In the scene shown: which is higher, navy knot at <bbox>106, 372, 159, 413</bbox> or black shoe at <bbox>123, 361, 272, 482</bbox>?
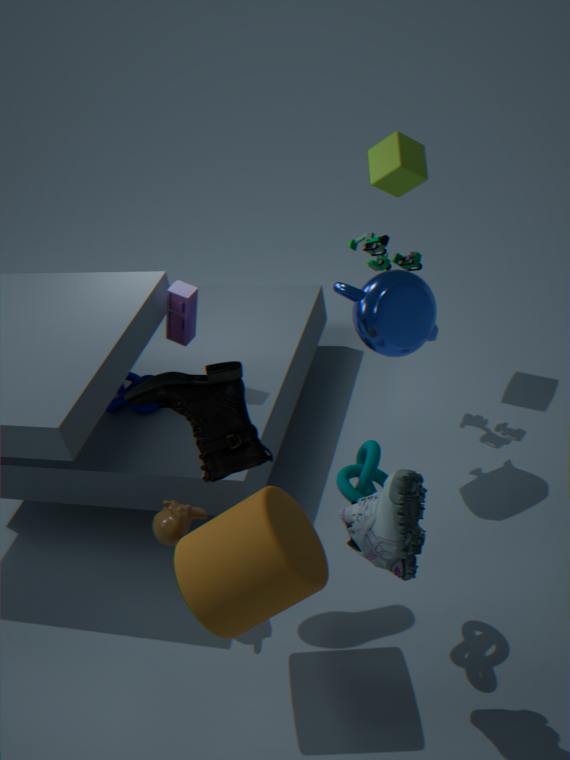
black shoe at <bbox>123, 361, 272, 482</bbox>
